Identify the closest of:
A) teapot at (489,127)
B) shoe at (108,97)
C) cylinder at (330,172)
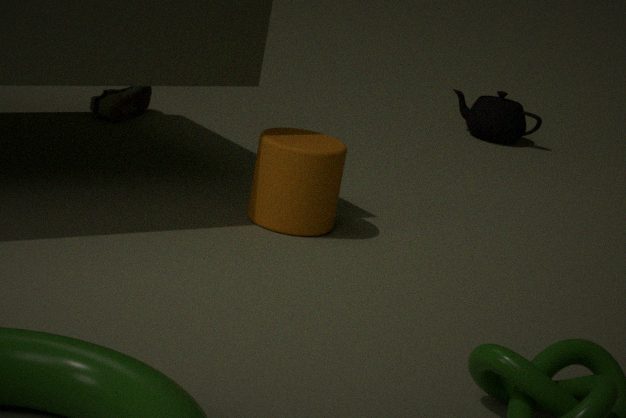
cylinder at (330,172)
